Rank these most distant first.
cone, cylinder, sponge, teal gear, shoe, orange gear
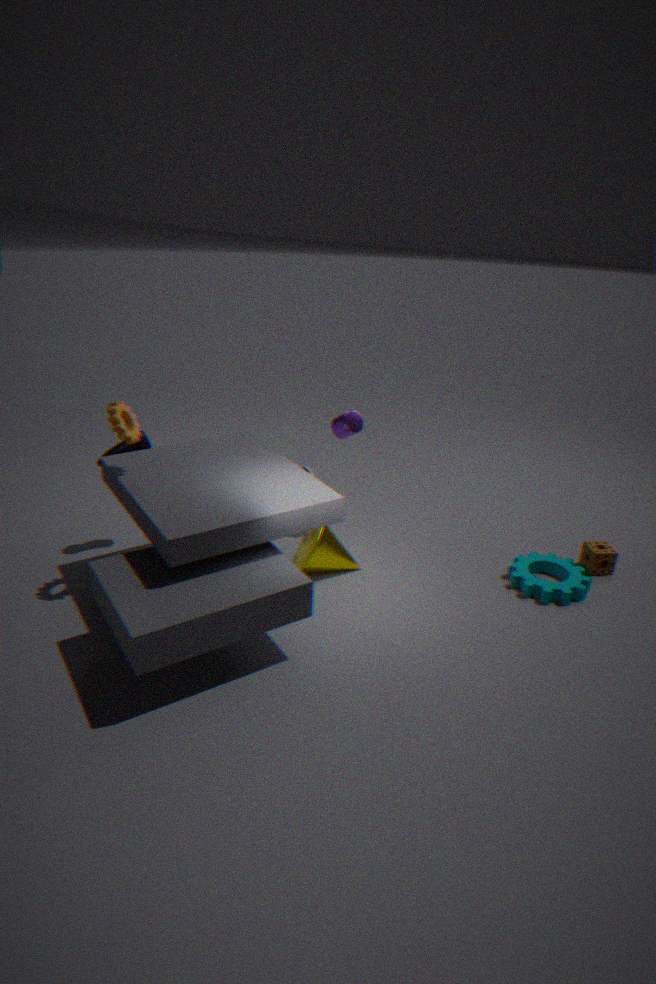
cylinder < sponge < shoe < cone < teal gear < orange gear
